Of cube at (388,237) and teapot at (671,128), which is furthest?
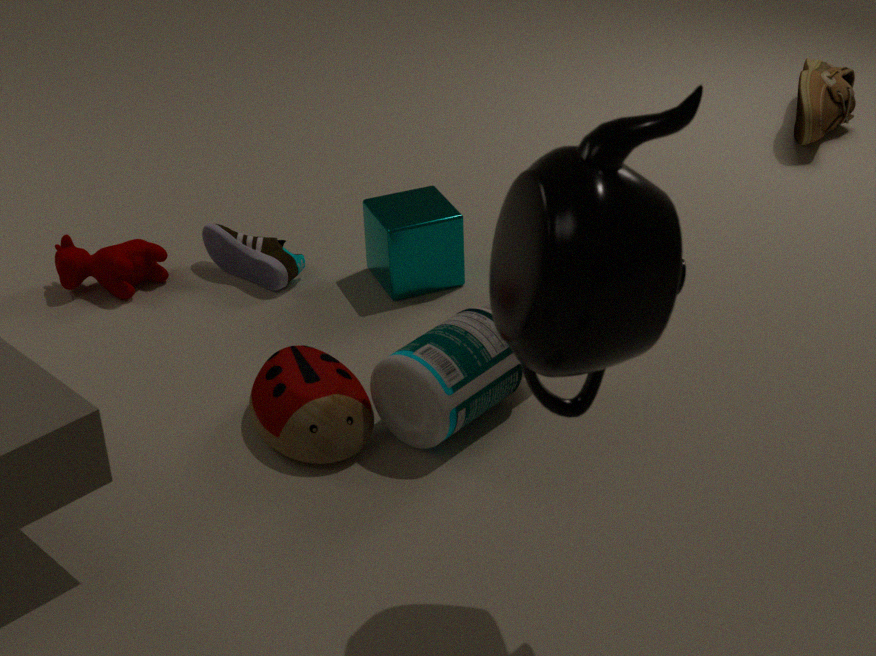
cube at (388,237)
